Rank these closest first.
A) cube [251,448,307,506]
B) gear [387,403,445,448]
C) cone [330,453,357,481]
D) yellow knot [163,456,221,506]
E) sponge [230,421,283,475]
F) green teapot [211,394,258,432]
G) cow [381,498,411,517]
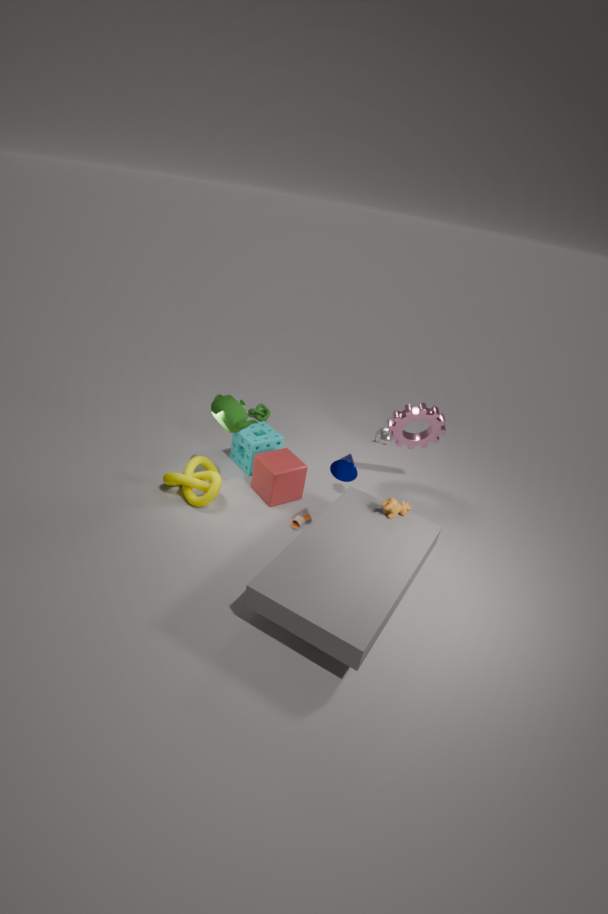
cone [330,453,357,481], cow [381,498,411,517], green teapot [211,394,258,432], yellow knot [163,456,221,506], cube [251,448,307,506], gear [387,403,445,448], sponge [230,421,283,475]
